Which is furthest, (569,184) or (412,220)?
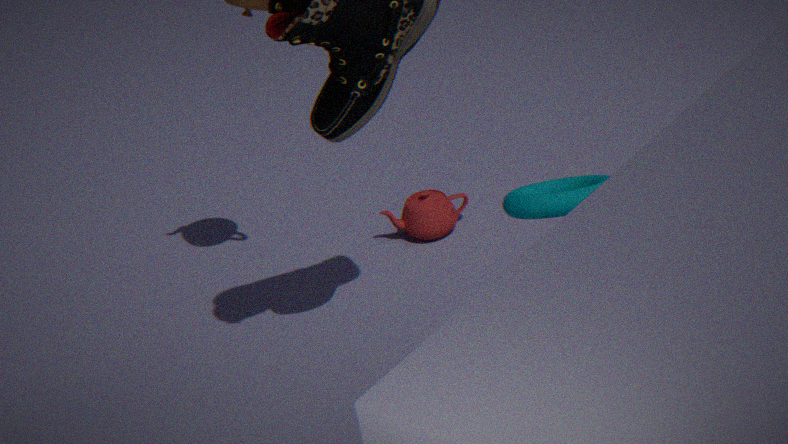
(412,220)
